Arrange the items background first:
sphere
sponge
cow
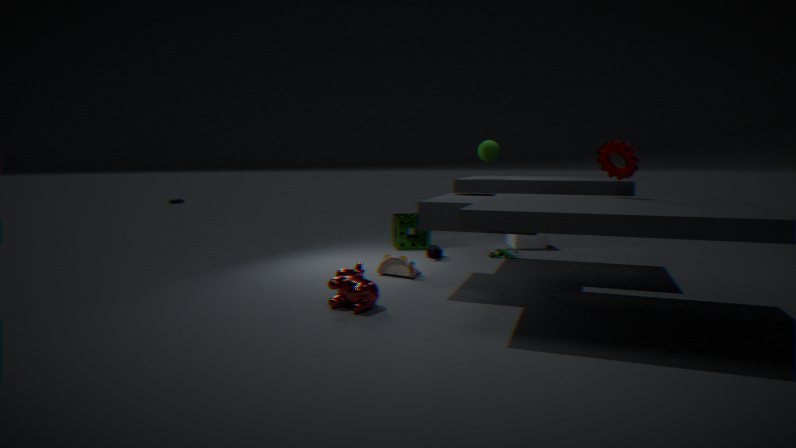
sponge → sphere → cow
